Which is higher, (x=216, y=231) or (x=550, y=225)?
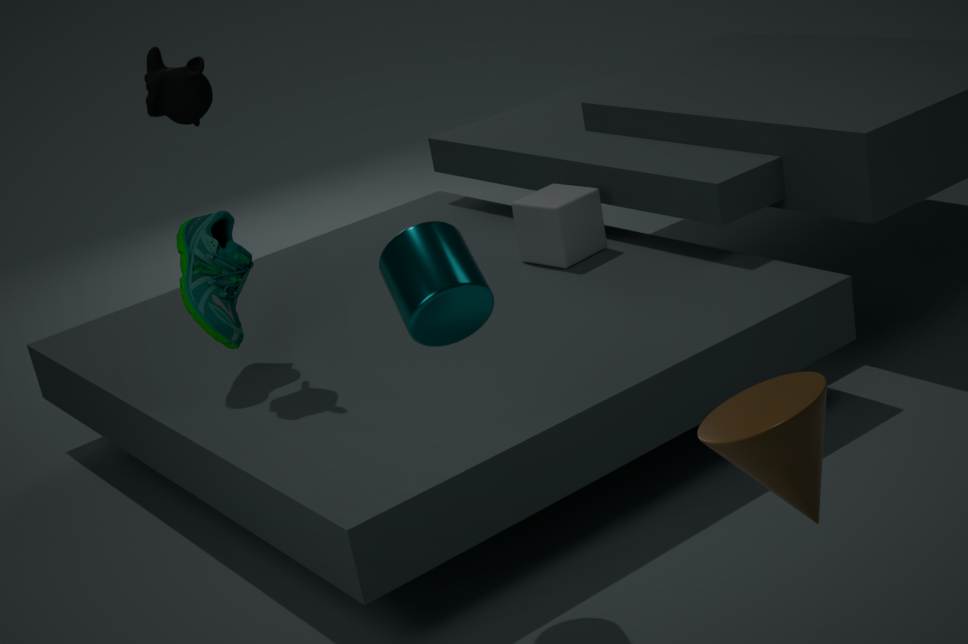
(x=216, y=231)
